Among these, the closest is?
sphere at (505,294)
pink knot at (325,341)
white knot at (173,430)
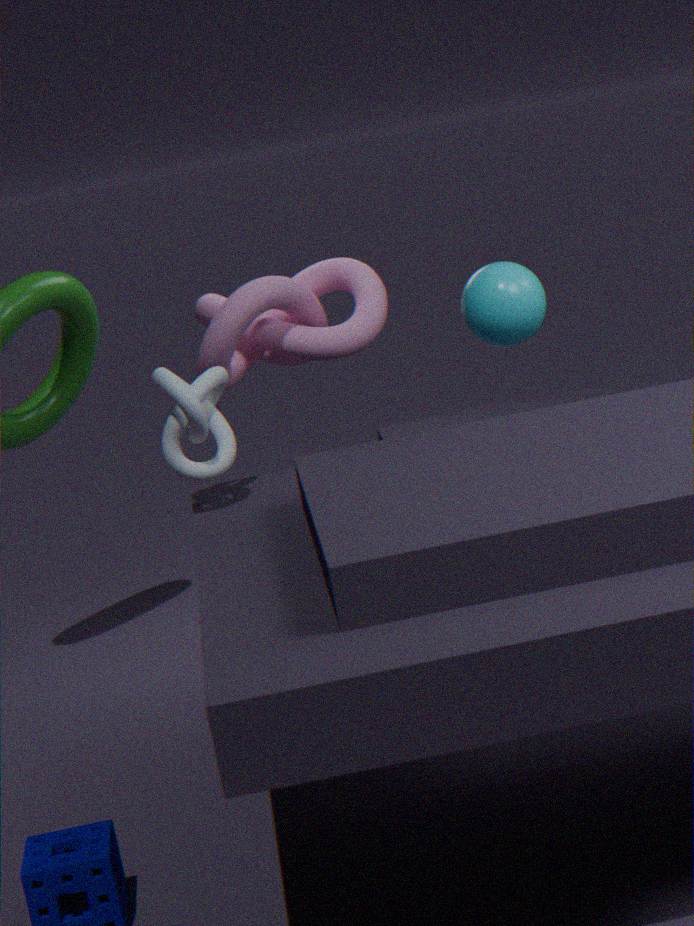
sphere at (505,294)
